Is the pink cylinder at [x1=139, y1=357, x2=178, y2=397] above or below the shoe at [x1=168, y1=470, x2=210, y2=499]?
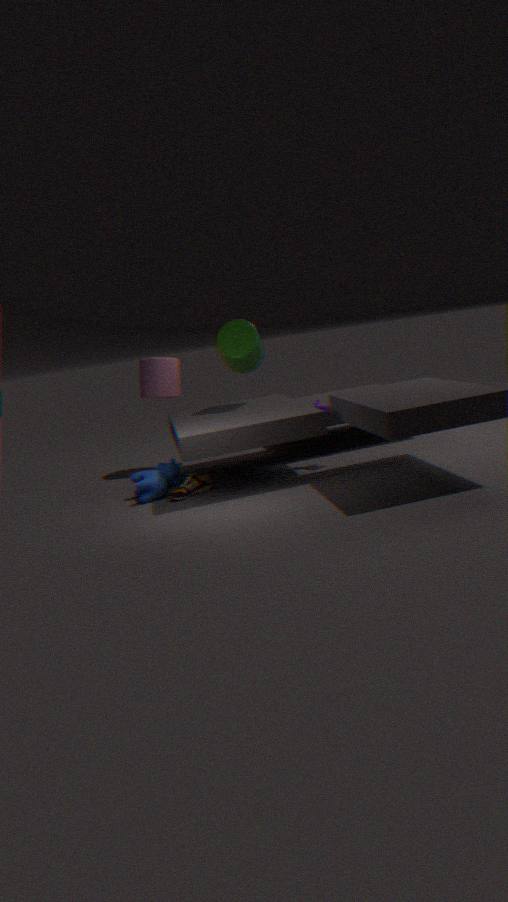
above
